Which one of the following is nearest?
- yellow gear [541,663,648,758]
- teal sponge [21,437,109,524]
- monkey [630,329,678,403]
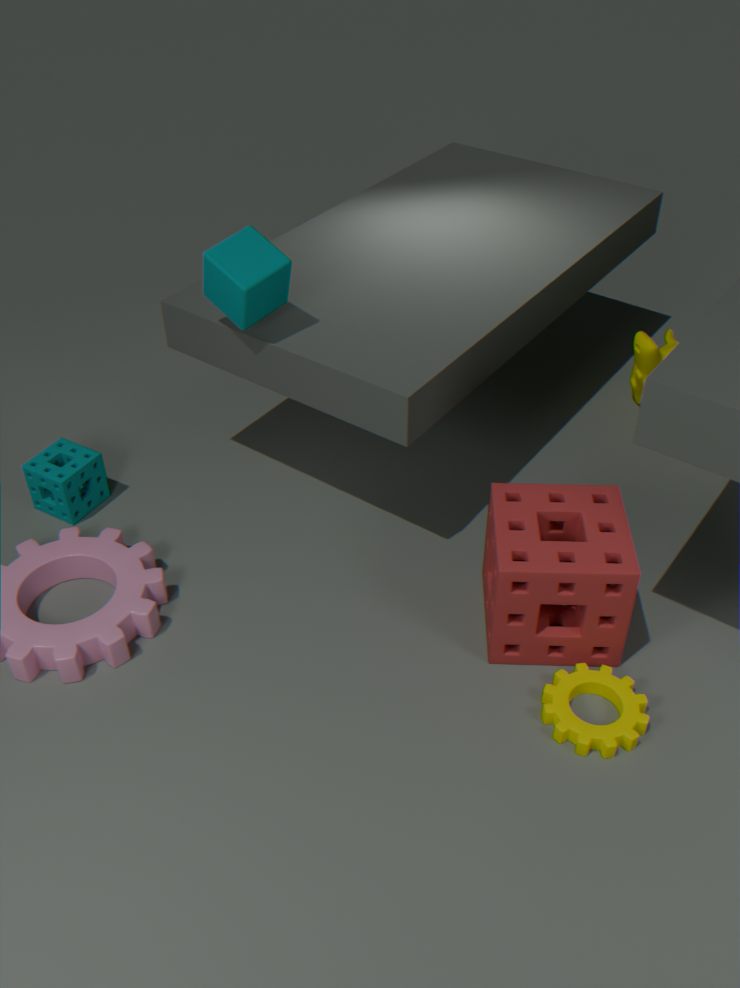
yellow gear [541,663,648,758]
